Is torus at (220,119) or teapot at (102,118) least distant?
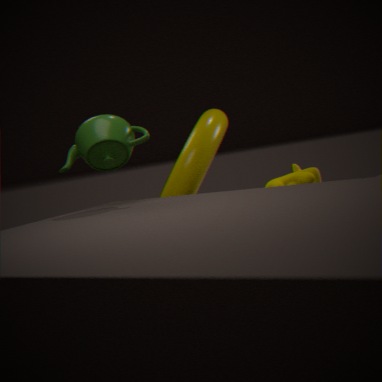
teapot at (102,118)
